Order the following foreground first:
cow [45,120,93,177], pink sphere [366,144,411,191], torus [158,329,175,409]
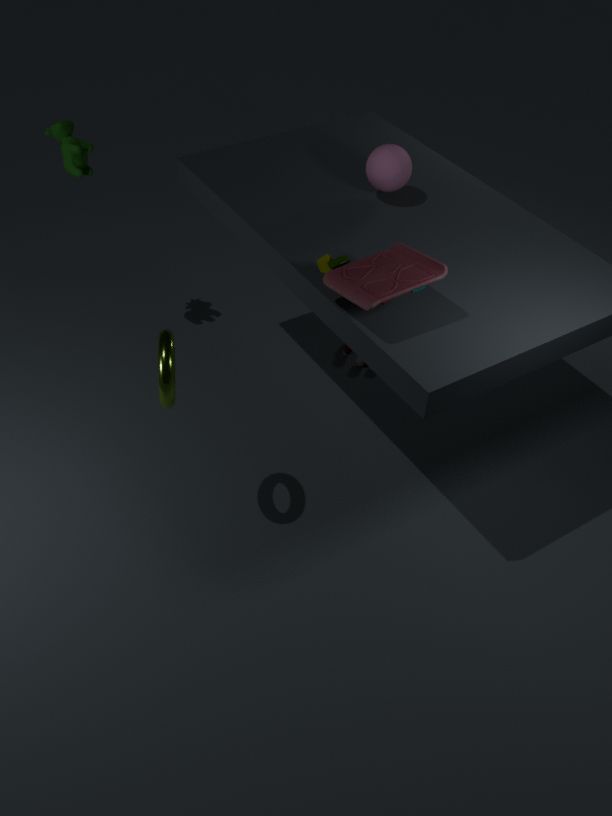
torus [158,329,175,409] < pink sphere [366,144,411,191] < cow [45,120,93,177]
